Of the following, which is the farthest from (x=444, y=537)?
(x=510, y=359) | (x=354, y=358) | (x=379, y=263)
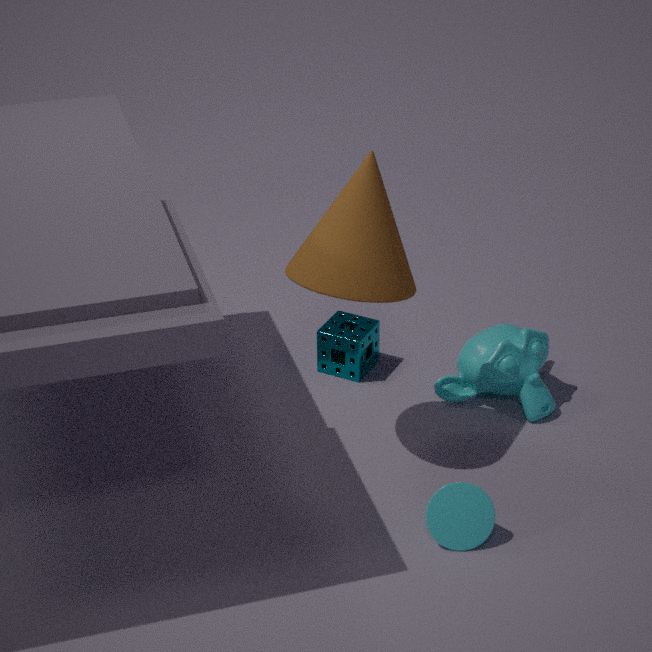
(x=354, y=358)
